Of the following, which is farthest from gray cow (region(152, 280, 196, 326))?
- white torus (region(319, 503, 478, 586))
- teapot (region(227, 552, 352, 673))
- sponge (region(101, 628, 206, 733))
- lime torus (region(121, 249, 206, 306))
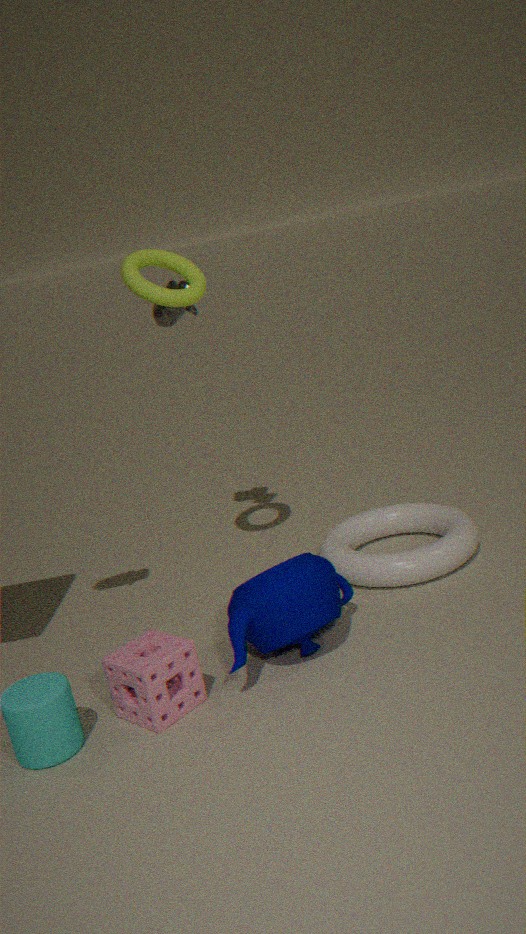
sponge (region(101, 628, 206, 733))
